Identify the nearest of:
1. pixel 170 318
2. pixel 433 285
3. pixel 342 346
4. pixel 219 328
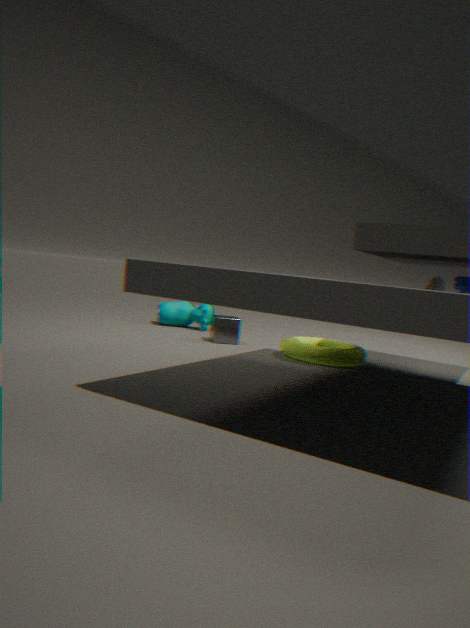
pixel 433 285
